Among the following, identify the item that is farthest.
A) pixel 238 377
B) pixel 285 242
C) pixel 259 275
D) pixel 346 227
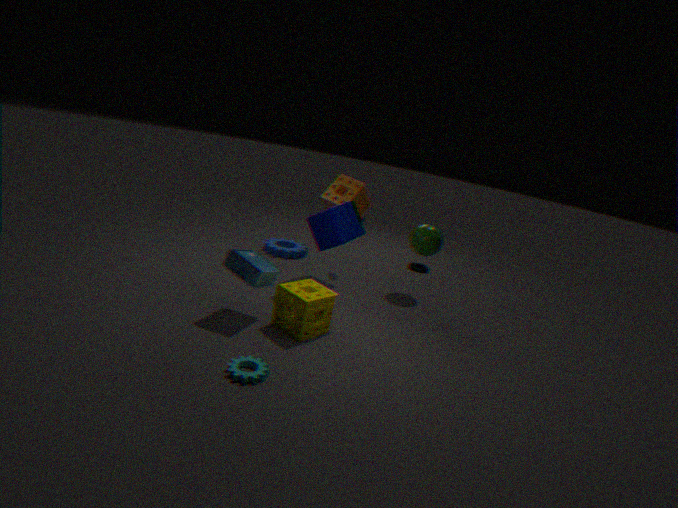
pixel 285 242
